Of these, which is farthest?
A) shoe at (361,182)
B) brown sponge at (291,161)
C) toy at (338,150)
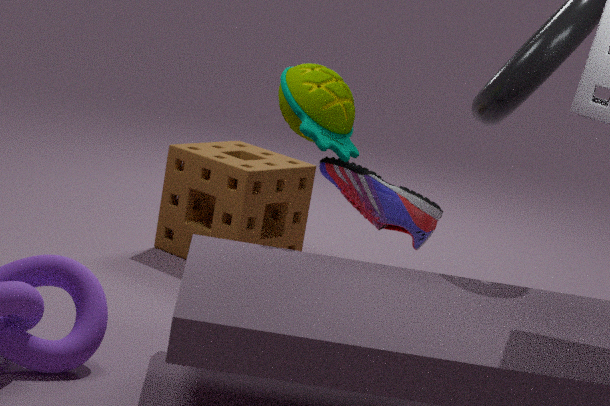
brown sponge at (291,161)
